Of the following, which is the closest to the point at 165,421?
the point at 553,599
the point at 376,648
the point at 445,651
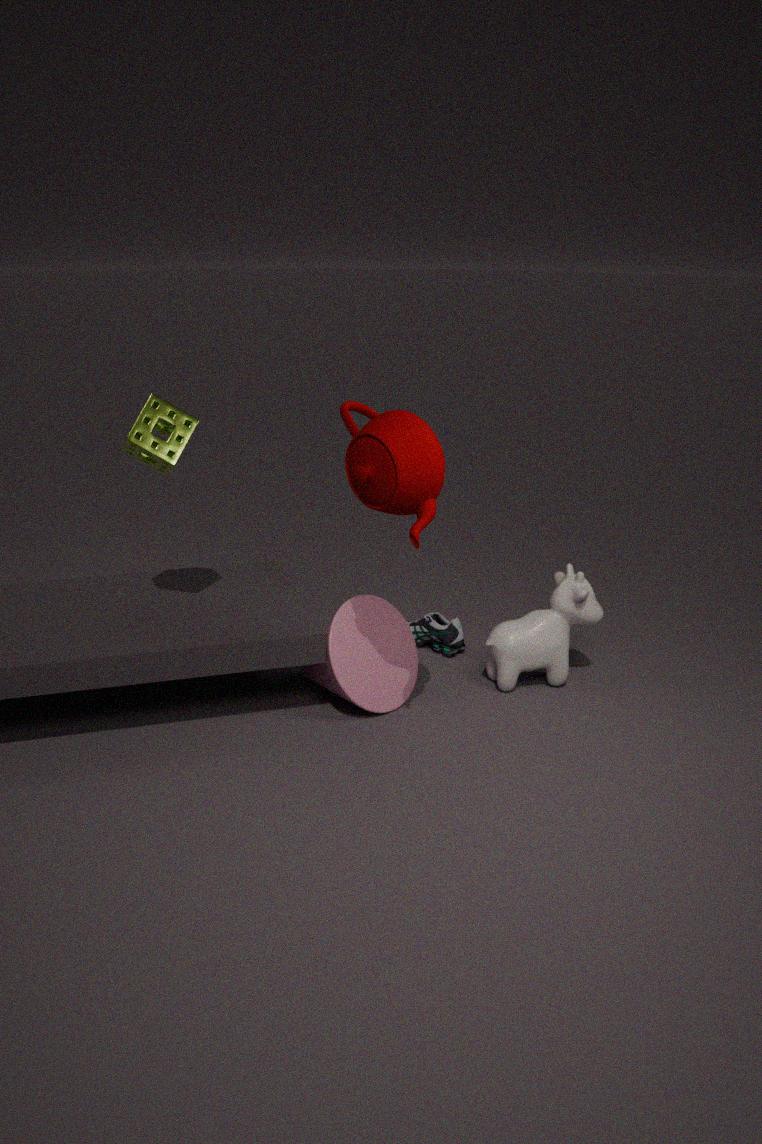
the point at 376,648
